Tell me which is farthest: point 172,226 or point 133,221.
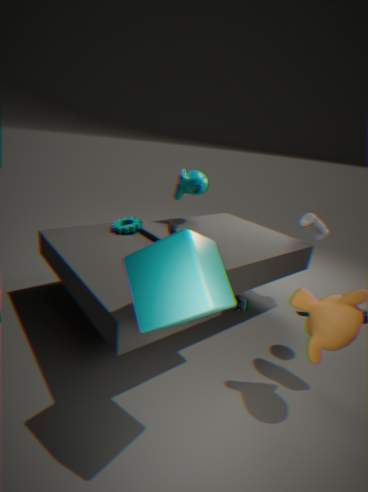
point 133,221
